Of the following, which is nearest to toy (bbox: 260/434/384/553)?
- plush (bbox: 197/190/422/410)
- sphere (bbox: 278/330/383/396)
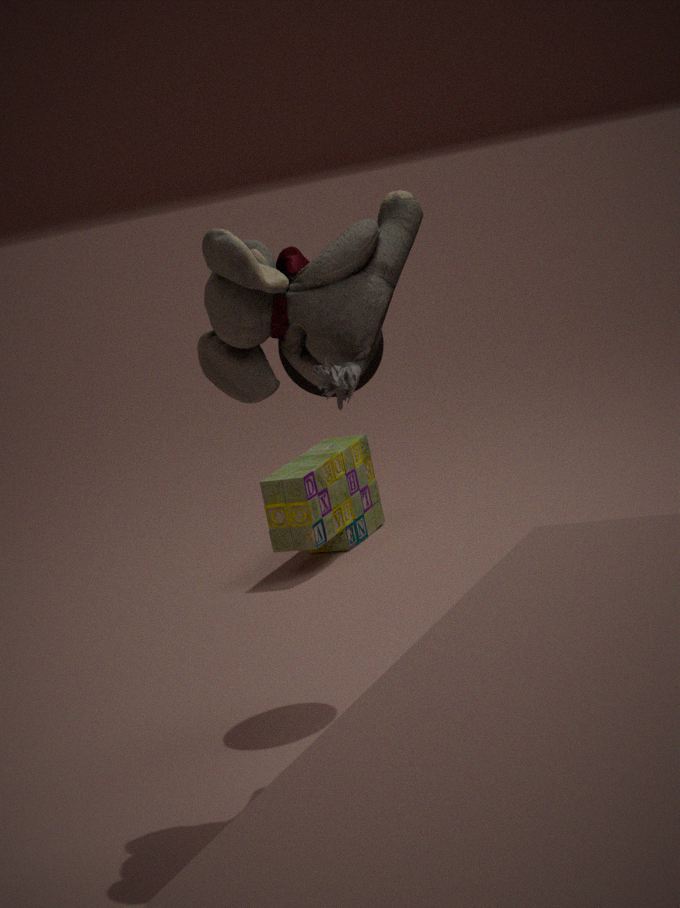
sphere (bbox: 278/330/383/396)
